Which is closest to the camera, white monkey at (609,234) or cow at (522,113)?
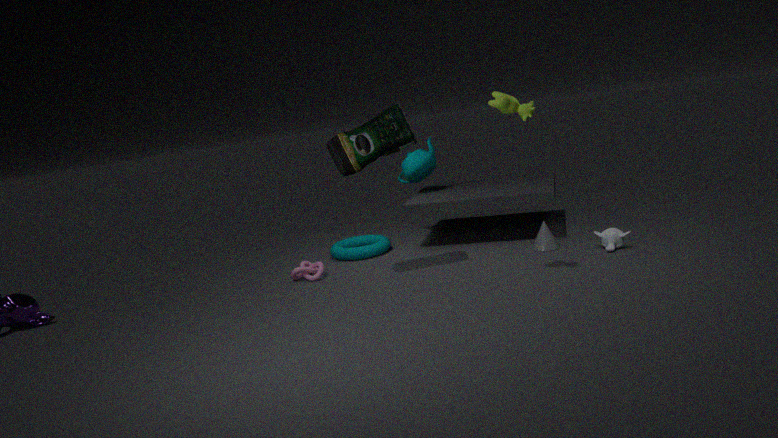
cow at (522,113)
